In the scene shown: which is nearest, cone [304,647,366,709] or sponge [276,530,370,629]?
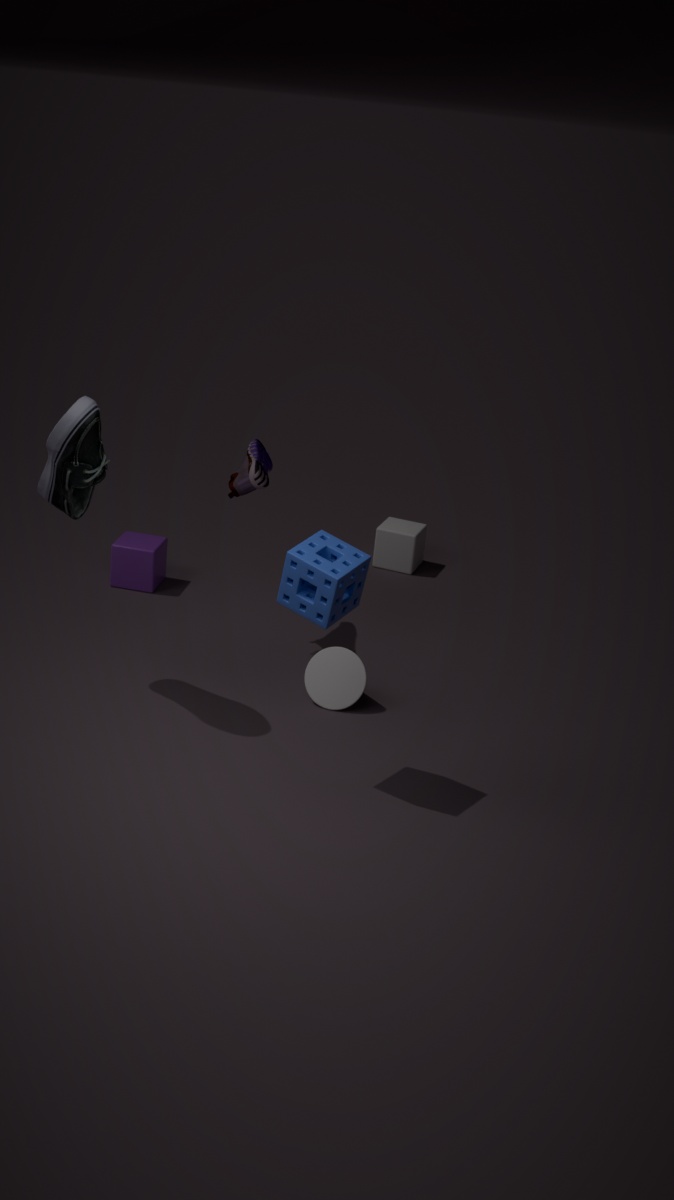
sponge [276,530,370,629]
